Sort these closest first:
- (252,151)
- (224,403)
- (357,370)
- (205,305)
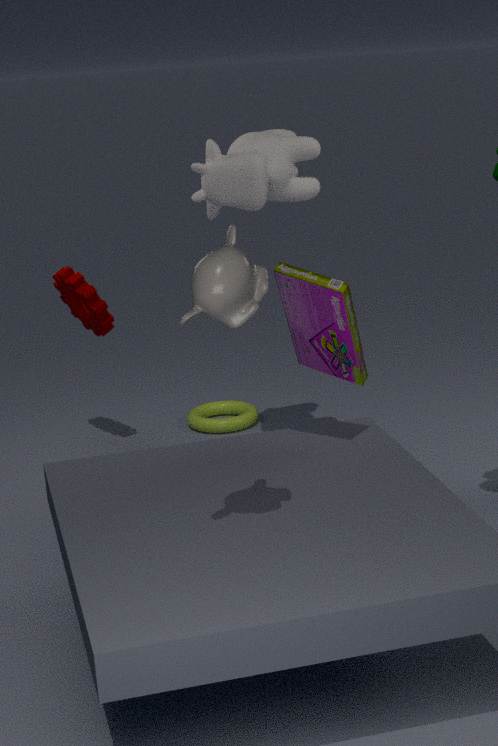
(205,305) → (357,370) → (252,151) → (224,403)
